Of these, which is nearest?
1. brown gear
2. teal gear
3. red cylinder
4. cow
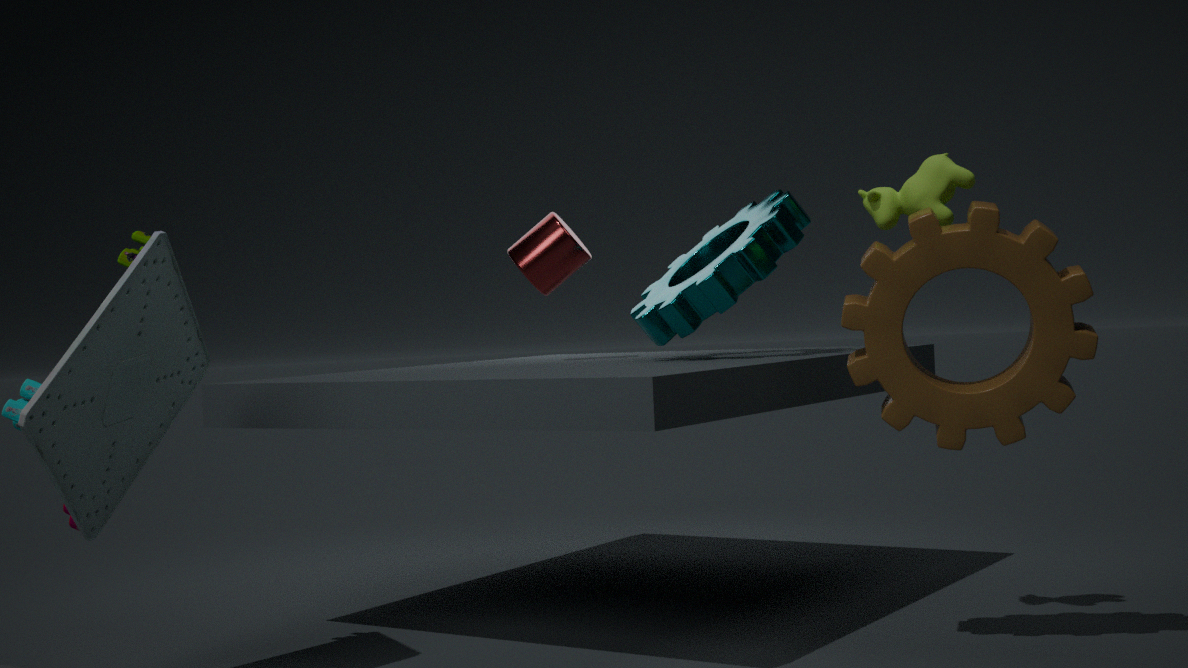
brown gear
